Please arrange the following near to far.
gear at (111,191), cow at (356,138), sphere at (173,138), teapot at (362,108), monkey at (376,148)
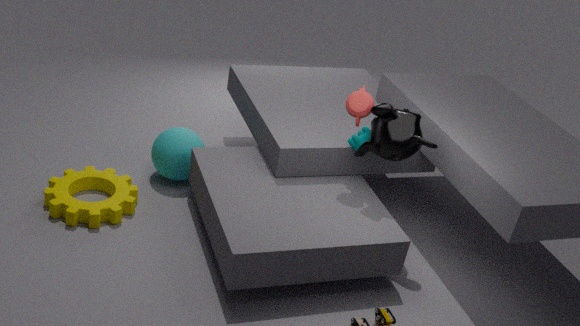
monkey at (376,148) → teapot at (362,108) → gear at (111,191) → cow at (356,138) → sphere at (173,138)
